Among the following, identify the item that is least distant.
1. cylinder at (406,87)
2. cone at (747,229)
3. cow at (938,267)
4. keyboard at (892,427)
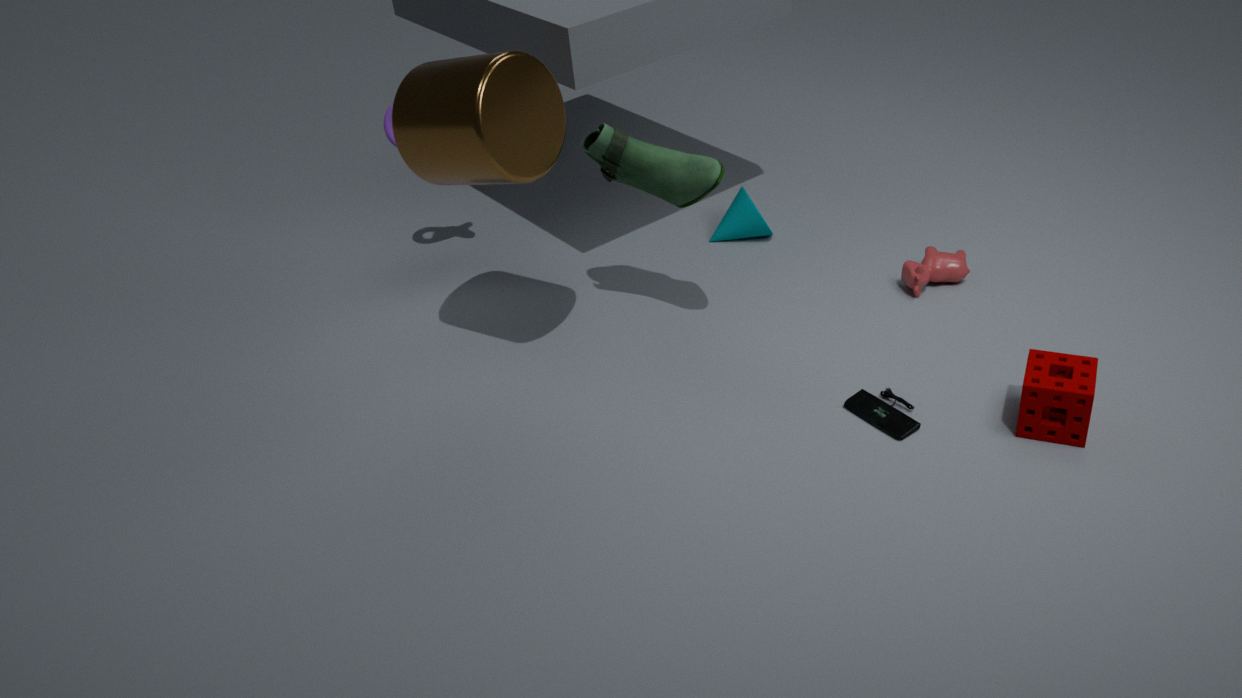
cylinder at (406,87)
